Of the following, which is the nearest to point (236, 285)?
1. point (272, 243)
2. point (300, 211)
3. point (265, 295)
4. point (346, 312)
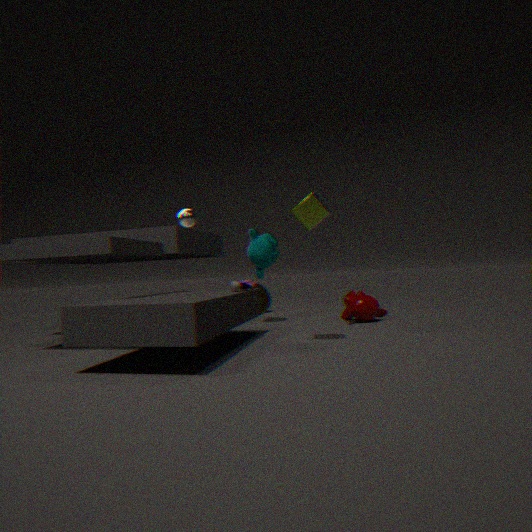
point (300, 211)
